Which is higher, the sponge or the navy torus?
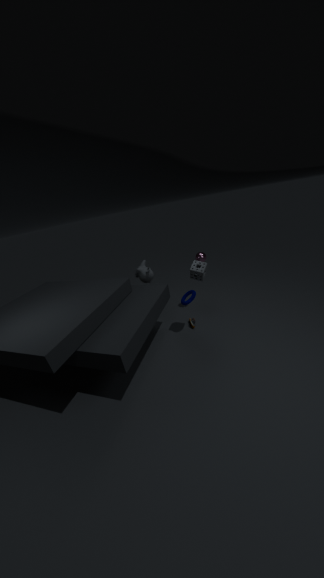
the sponge
